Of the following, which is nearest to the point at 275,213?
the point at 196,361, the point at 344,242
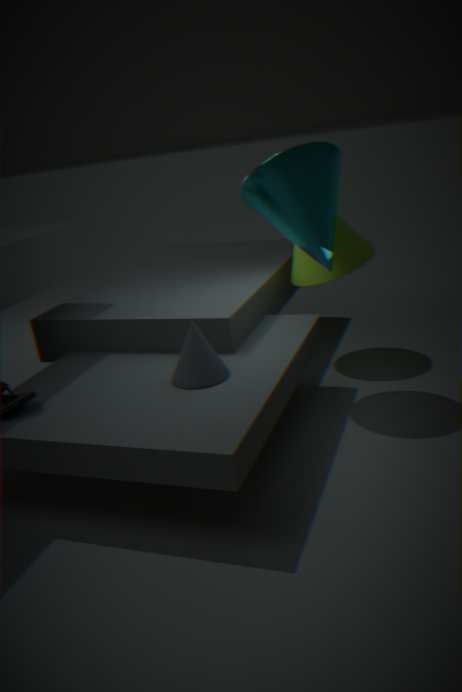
the point at 344,242
